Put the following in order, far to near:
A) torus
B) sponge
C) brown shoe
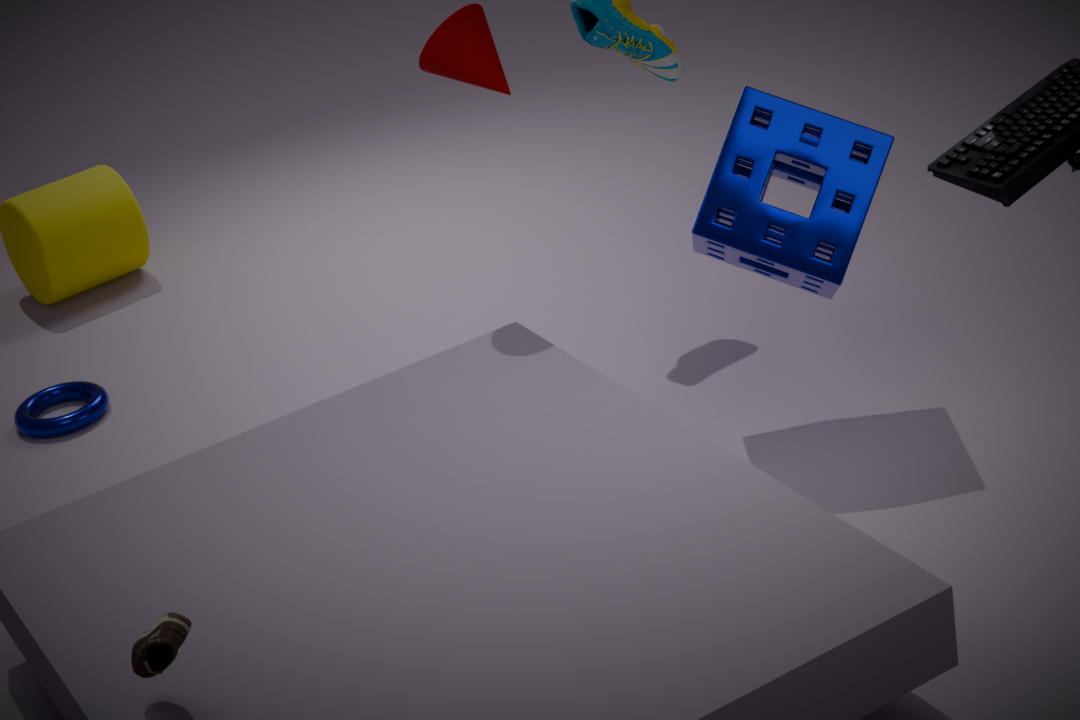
torus
sponge
brown shoe
